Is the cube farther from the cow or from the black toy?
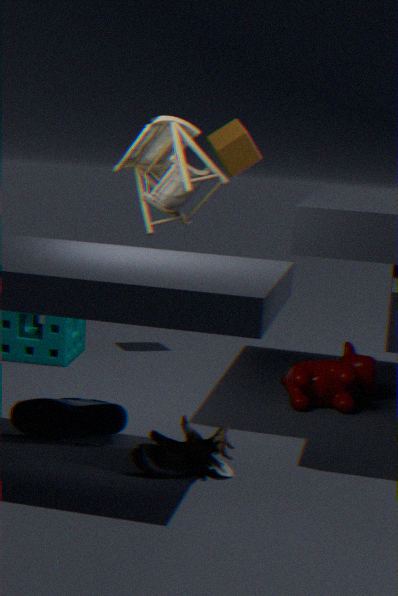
the black toy
